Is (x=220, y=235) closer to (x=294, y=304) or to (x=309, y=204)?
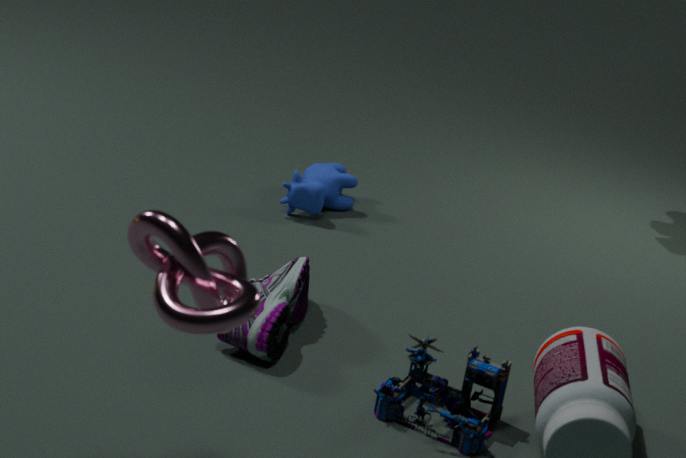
(x=294, y=304)
